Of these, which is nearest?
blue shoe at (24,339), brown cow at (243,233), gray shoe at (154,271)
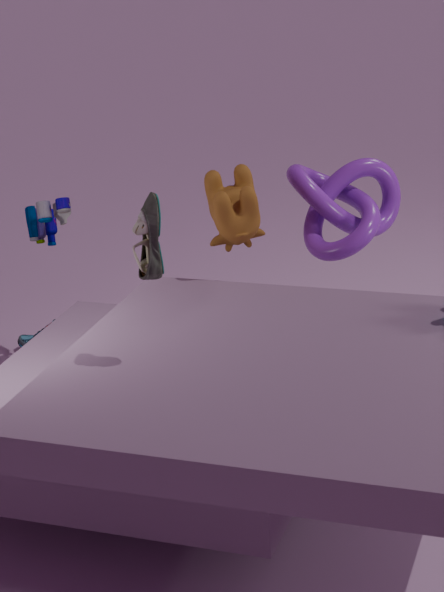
gray shoe at (154,271)
